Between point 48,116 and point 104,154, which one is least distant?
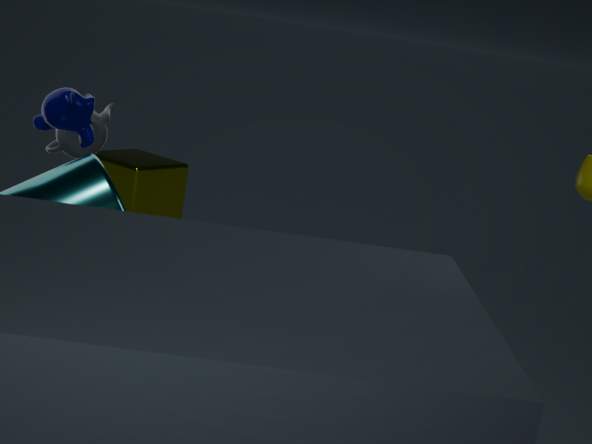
point 48,116
